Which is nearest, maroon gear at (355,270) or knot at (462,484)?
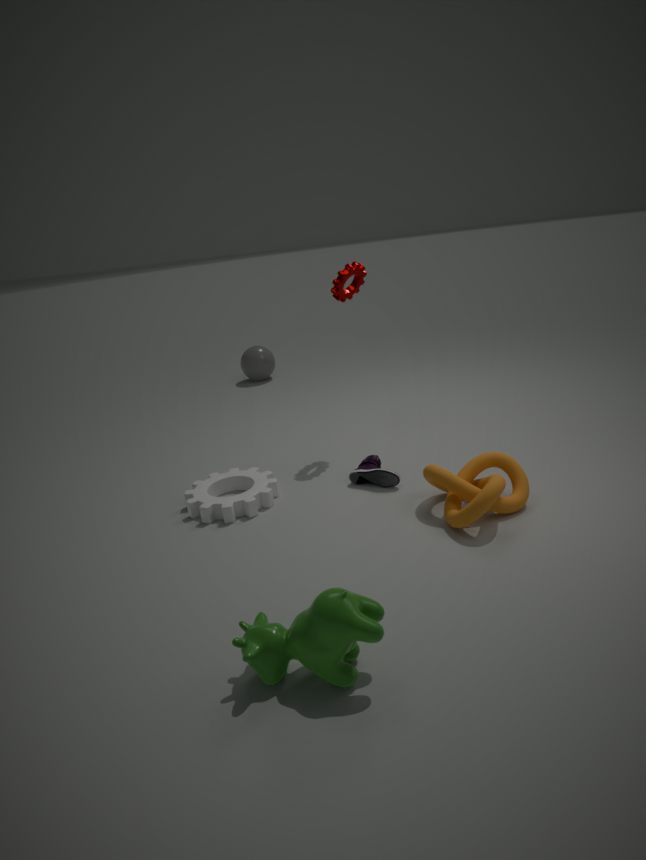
knot at (462,484)
